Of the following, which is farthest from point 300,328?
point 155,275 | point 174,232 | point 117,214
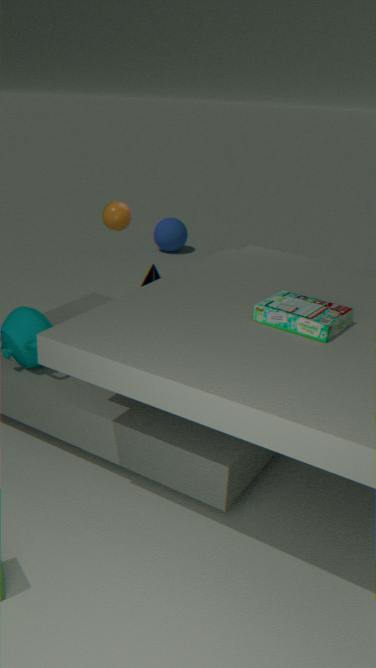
point 174,232
